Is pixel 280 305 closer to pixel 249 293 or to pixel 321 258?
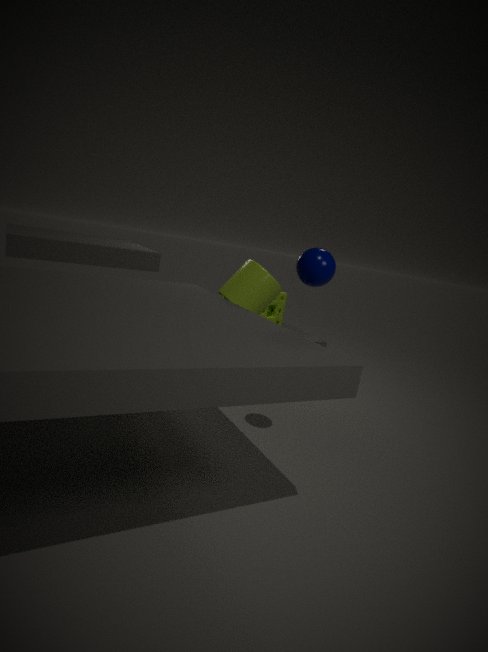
pixel 249 293
